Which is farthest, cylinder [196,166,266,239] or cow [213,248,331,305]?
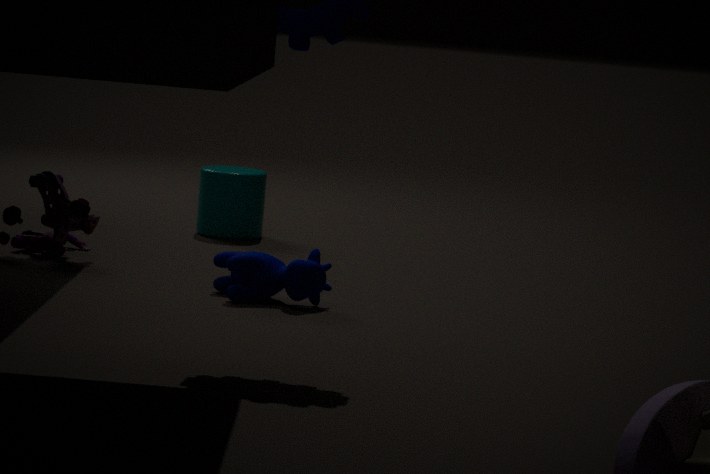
cylinder [196,166,266,239]
